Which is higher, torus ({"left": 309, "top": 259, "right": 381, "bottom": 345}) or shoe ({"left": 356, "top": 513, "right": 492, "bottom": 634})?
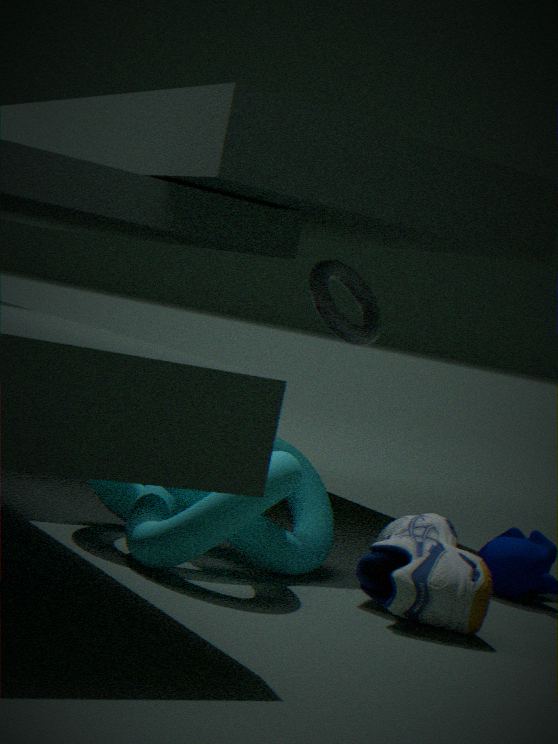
torus ({"left": 309, "top": 259, "right": 381, "bottom": 345})
